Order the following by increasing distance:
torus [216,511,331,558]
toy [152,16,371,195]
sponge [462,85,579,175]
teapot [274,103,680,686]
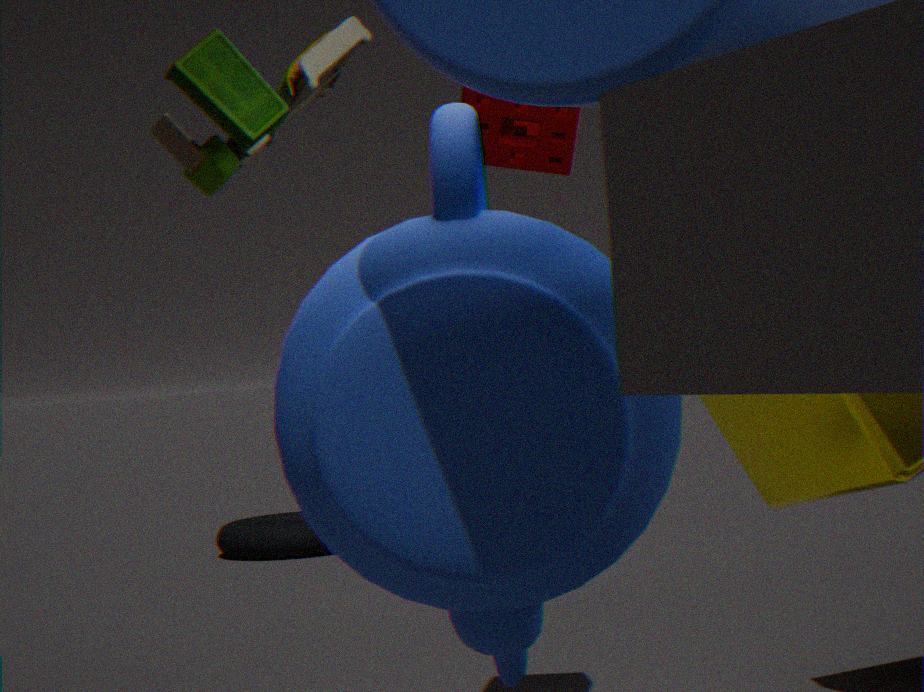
teapot [274,103,680,686] < toy [152,16,371,195] < sponge [462,85,579,175] < torus [216,511,331,558]
